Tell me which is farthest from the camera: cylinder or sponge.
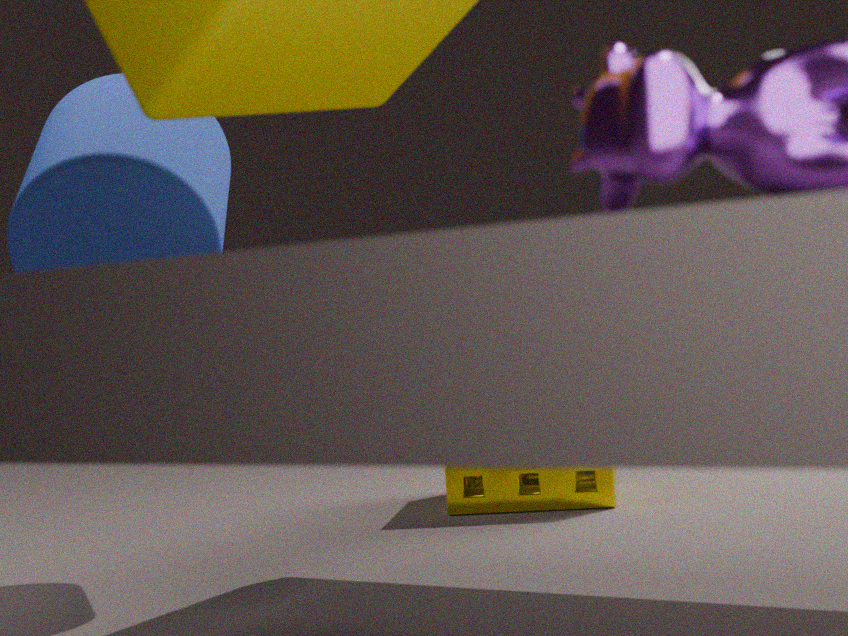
sponge
